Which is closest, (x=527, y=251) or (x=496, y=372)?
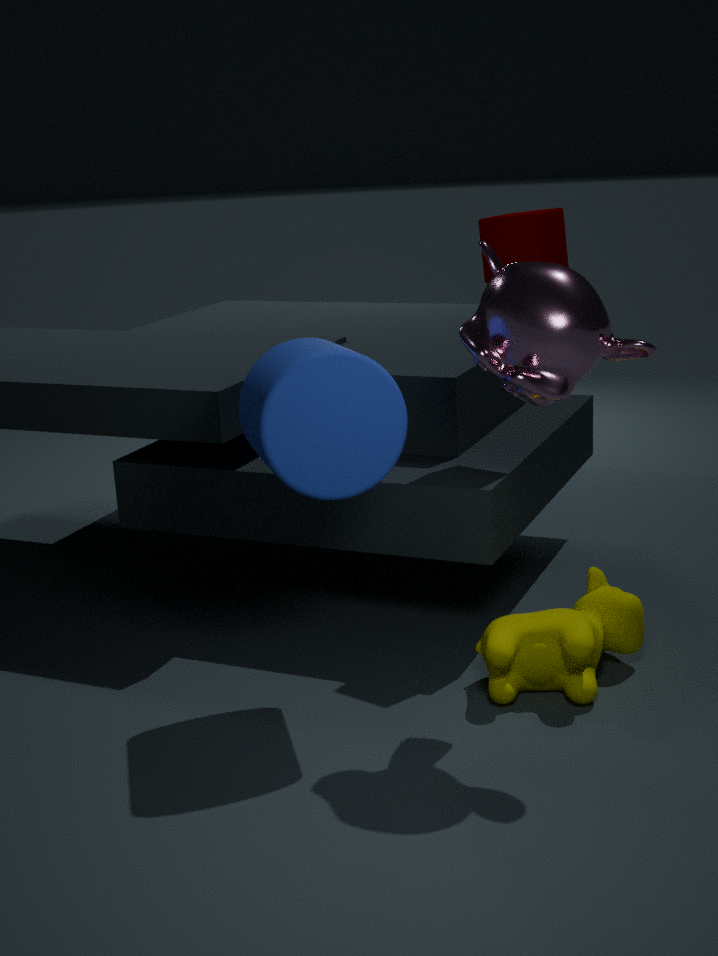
(x=496, y=372)
